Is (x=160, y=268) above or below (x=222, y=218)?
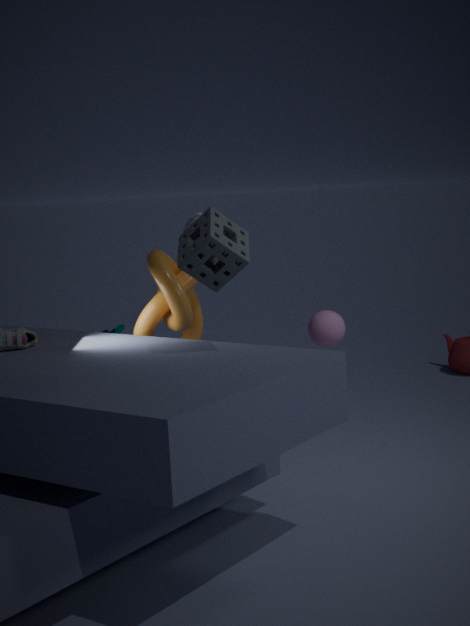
below
